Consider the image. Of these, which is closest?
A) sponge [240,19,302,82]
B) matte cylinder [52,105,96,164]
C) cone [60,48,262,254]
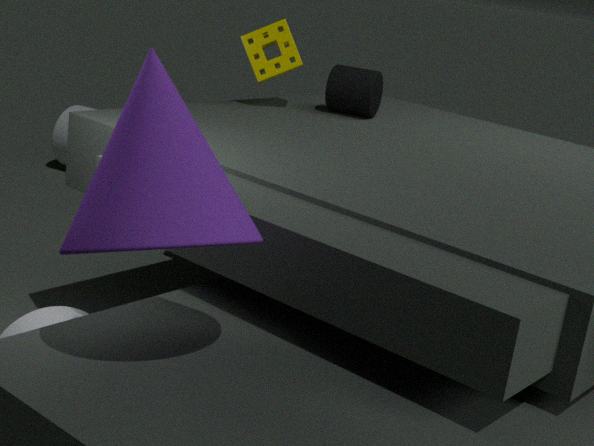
cone [60,48,262,254]
